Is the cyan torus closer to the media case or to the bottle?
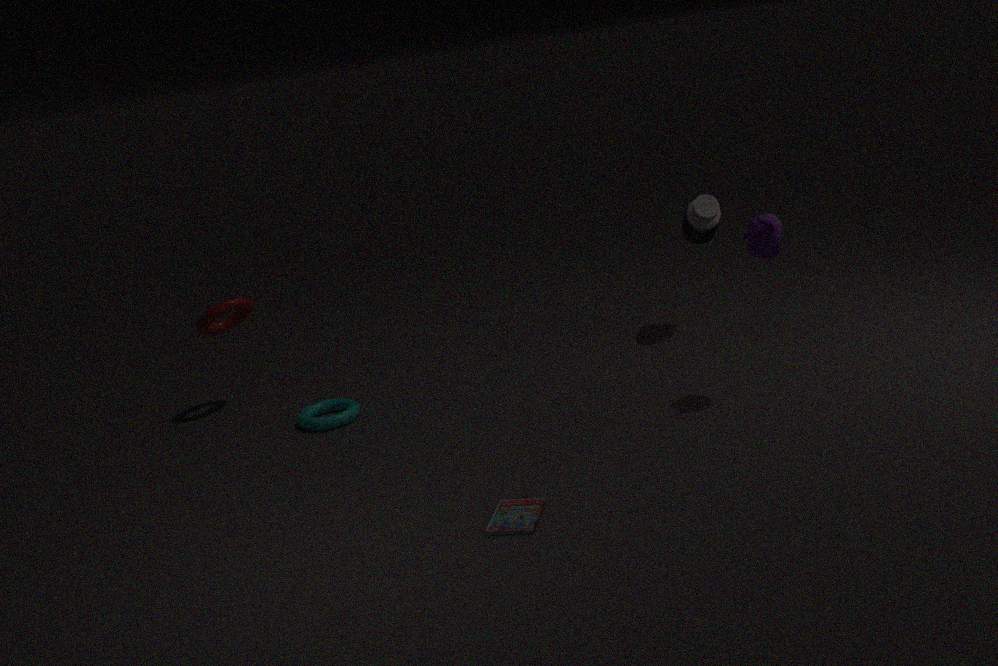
the media case
